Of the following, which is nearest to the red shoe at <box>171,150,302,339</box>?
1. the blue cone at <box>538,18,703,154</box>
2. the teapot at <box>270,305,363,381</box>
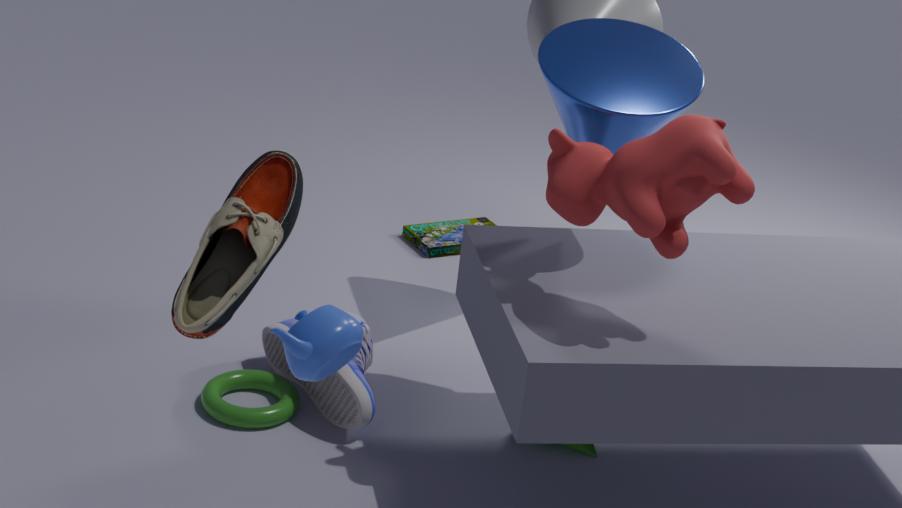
the teapot at <box>270,305,363,381</box>
